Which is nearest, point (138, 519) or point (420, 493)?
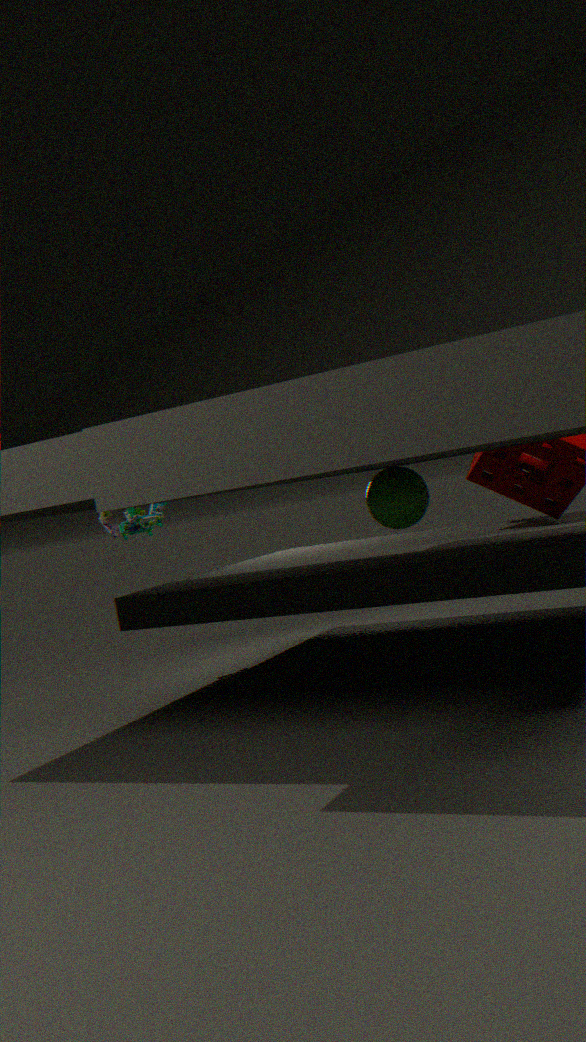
point (420, 493)
